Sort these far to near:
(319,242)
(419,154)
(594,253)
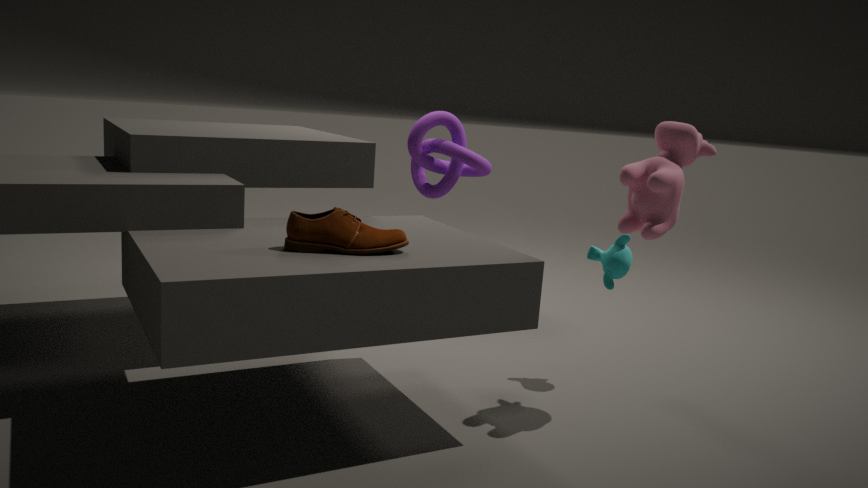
(419,154) < (594,253) < (319,242)
